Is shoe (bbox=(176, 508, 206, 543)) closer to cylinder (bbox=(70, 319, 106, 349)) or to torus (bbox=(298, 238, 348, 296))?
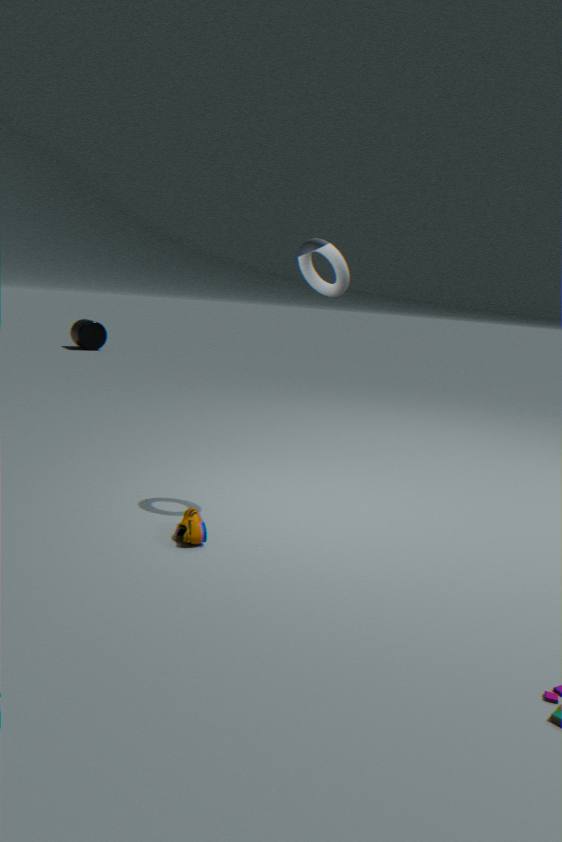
torus (bbox=(298, 238, 348, 296))
